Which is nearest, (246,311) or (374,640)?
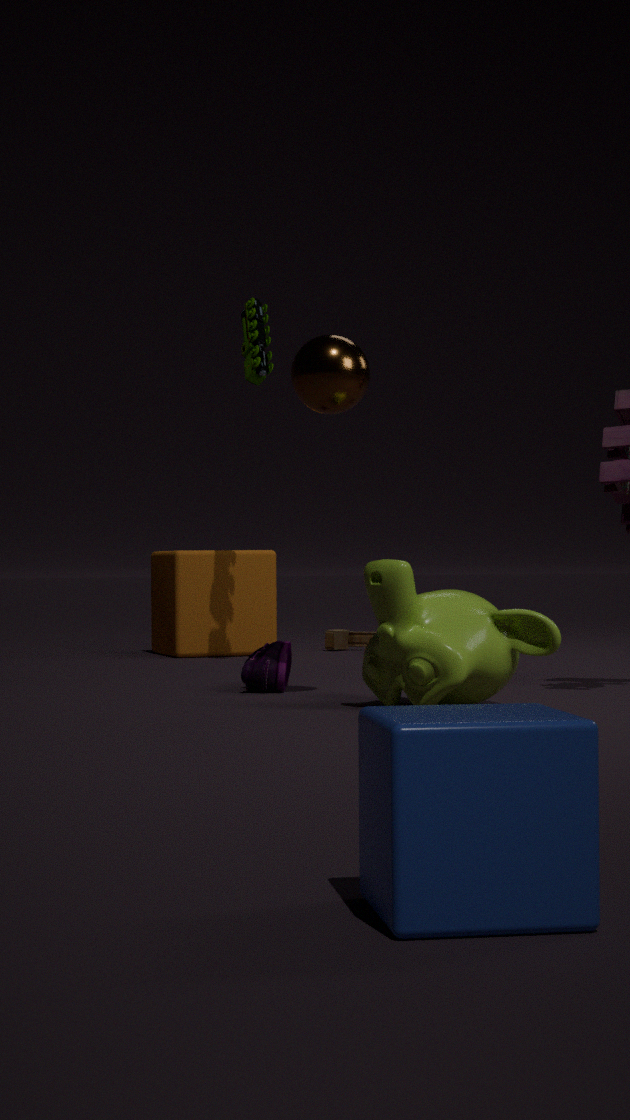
(374,640)
